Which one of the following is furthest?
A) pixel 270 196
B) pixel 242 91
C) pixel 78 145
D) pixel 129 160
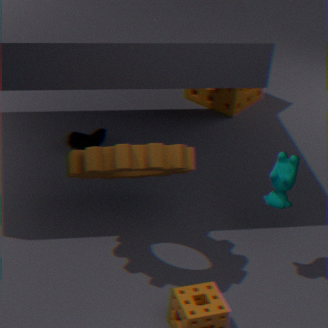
pixel 242 91
